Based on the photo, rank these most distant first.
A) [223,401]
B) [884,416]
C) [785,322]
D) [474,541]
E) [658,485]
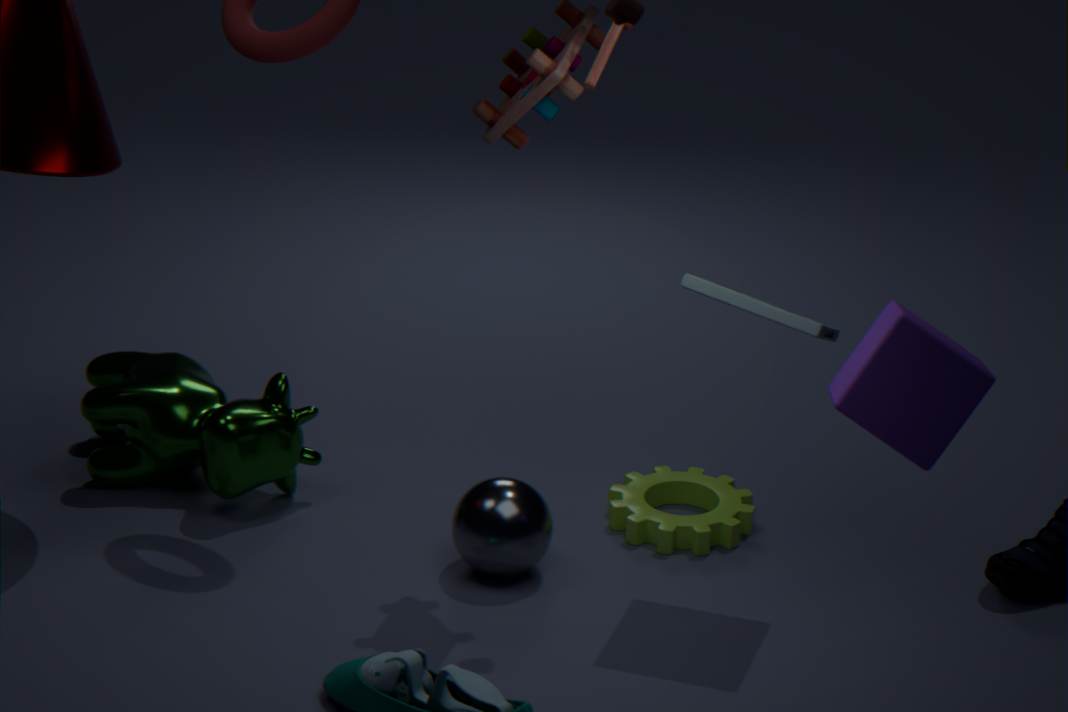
[223,401] → [658,485] → [474,541] → [785,322] → [884,416]
